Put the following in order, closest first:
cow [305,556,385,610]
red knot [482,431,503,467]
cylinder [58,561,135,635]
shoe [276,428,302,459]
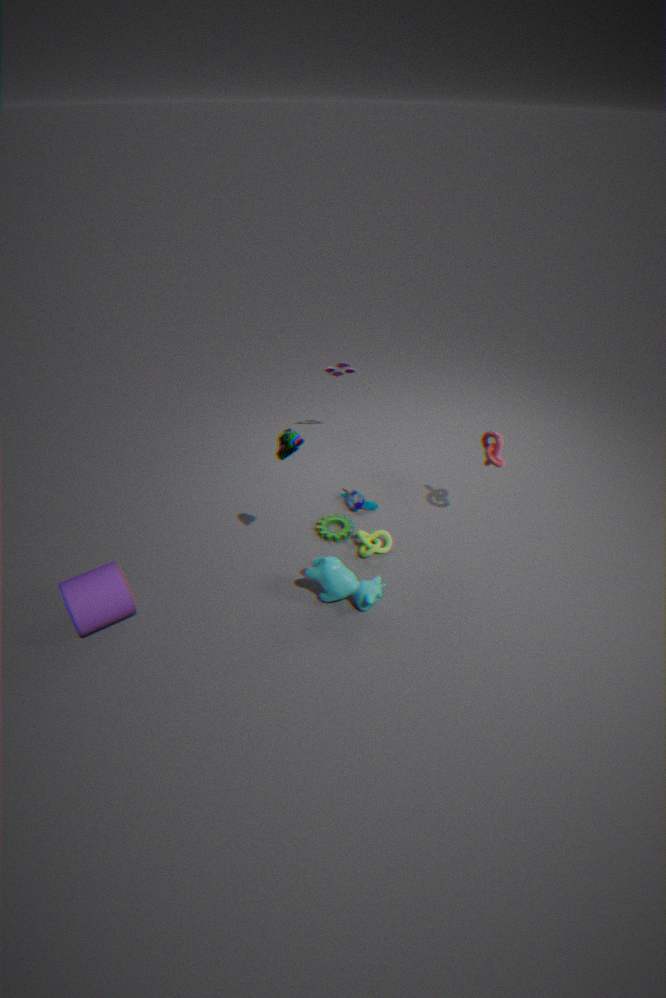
shoe [276,428,302,459] < cylinder [58,561,135,635] < cow [305,556,385,610] < red knot [482,431,503,467]
